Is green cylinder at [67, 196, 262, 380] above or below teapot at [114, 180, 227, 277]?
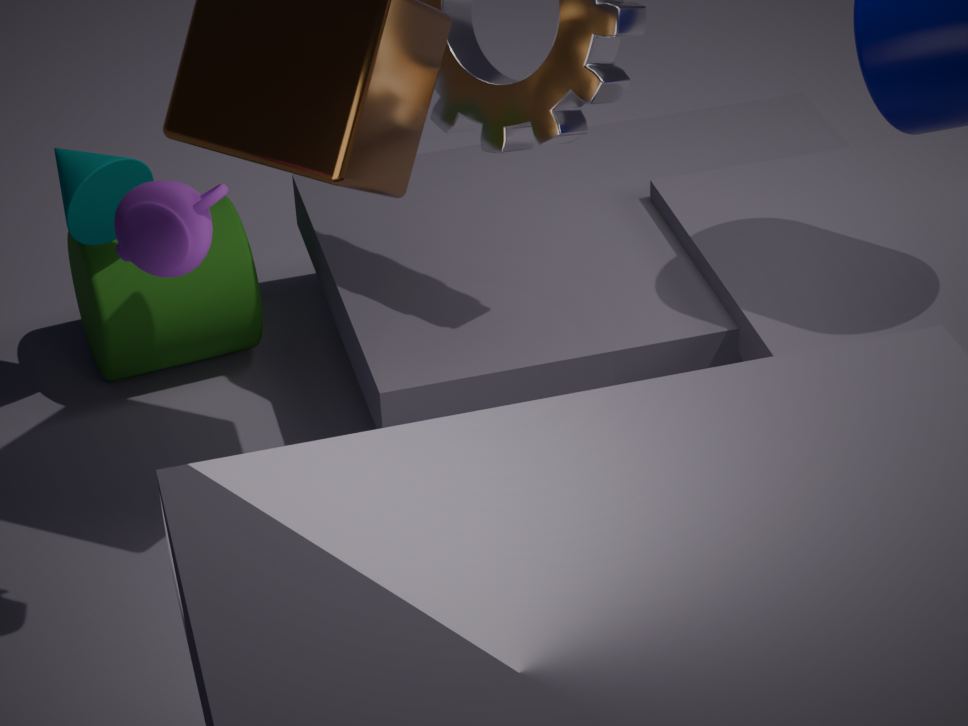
below
